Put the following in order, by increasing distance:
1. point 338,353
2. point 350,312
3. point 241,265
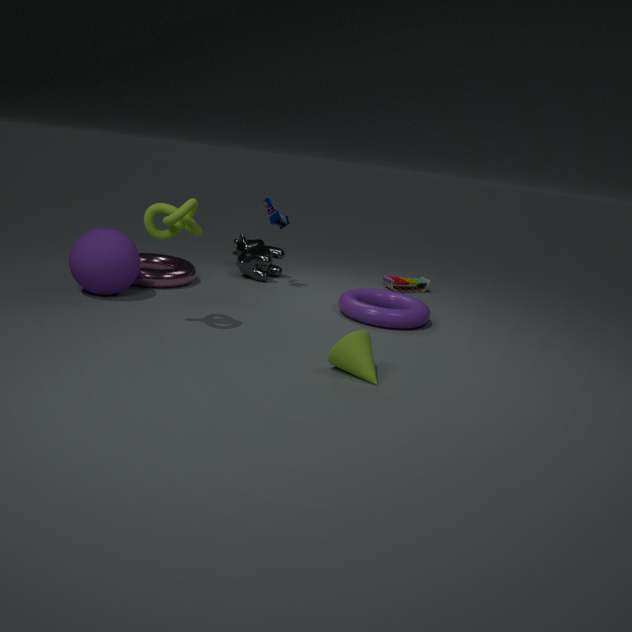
point 338,353
point 350,312
point 241,265
